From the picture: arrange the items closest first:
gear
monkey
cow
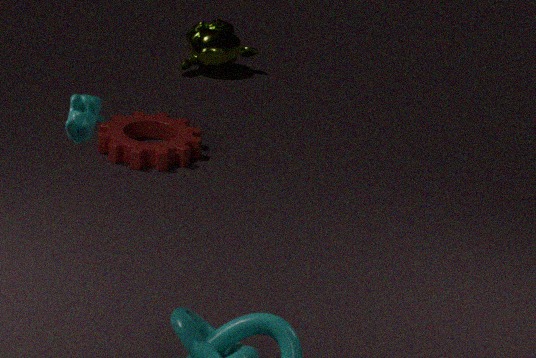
cow < gear < monkey
